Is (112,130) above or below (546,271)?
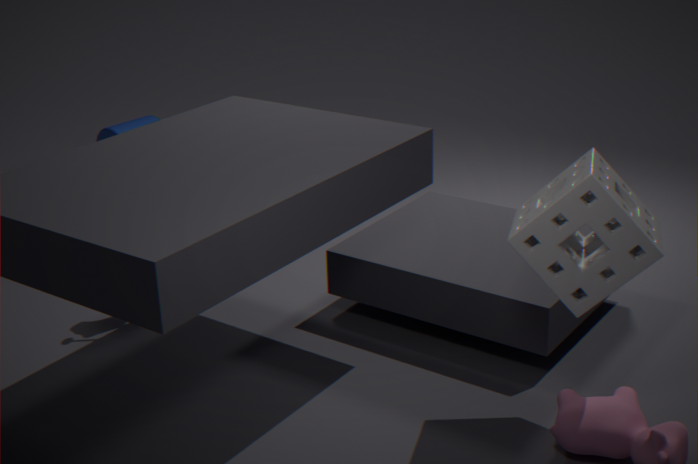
below
